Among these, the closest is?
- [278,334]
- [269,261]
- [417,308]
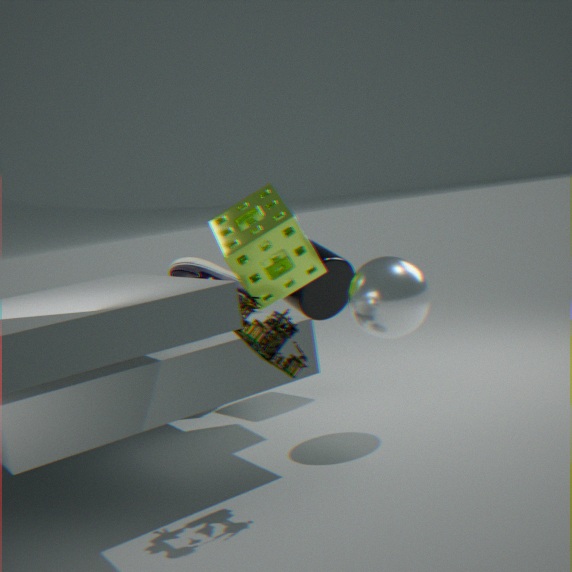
[278,334]
